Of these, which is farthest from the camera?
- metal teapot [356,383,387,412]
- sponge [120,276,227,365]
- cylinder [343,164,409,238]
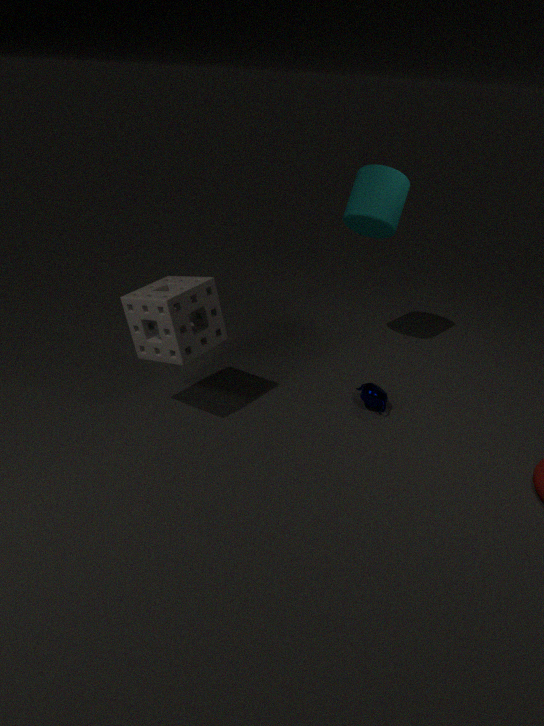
cylinder [343,164,409,238]
